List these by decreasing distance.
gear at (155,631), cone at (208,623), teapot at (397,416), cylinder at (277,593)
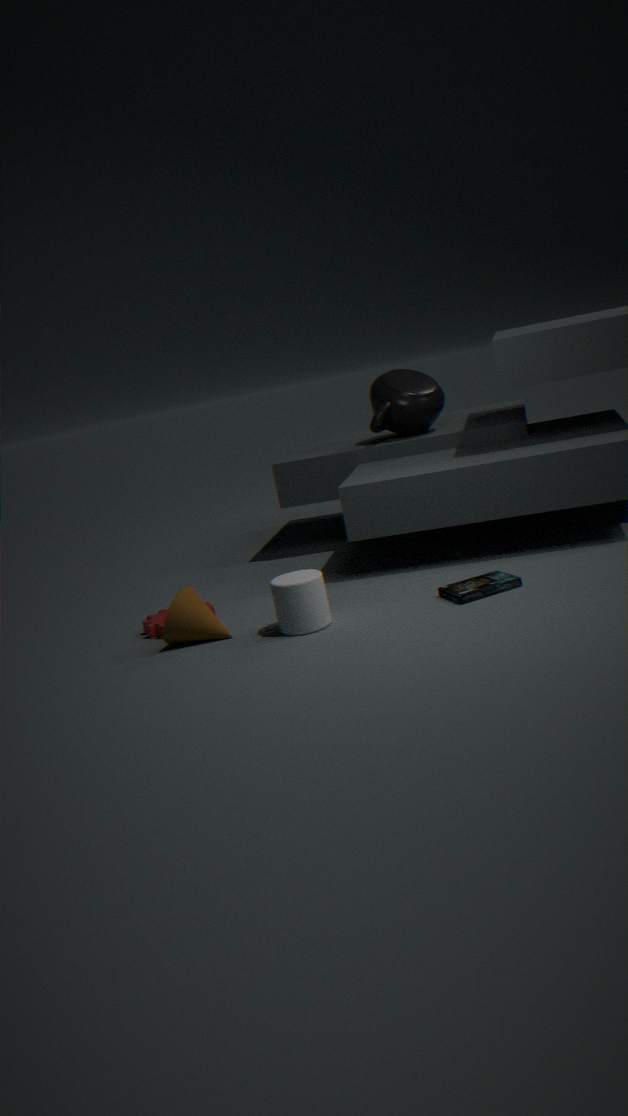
1. teapot at (397,416)
2. gear at (155,631)
3. cone at (208,623)
4. cylinder at (277,593)
